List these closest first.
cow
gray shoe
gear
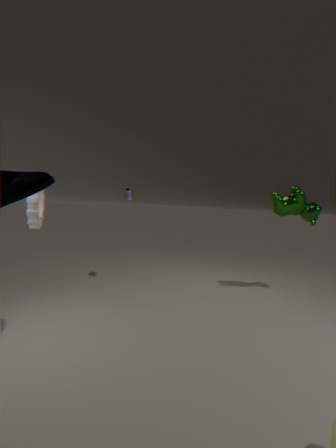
1. gear
2. cow
3. gray shoe
